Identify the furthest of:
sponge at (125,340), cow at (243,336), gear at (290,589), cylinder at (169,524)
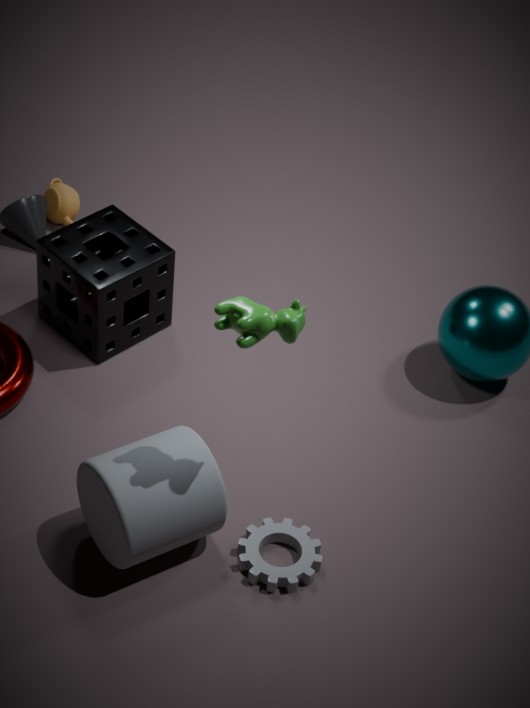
sponge at (125,340)
